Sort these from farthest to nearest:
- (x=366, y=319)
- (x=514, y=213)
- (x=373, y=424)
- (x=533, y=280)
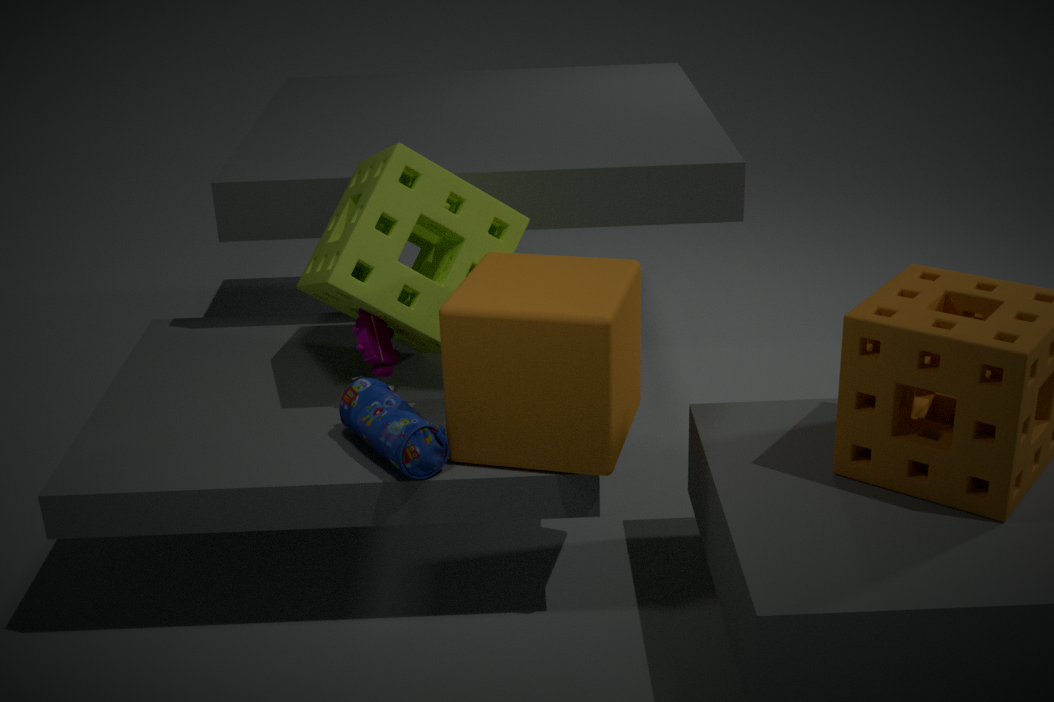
1. (x=514, y=213)
2. (x=366, y=319)
3. (x=373, y=424)
4. (x=533, y=280)
